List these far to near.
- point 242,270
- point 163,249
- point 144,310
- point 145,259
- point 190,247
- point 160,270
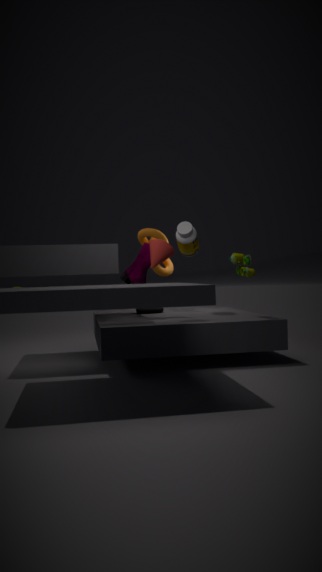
1. point 160,270
2. point 144,310
3. point 190,247
4. point 145,259
5. point 242,270
6. point 163,249
